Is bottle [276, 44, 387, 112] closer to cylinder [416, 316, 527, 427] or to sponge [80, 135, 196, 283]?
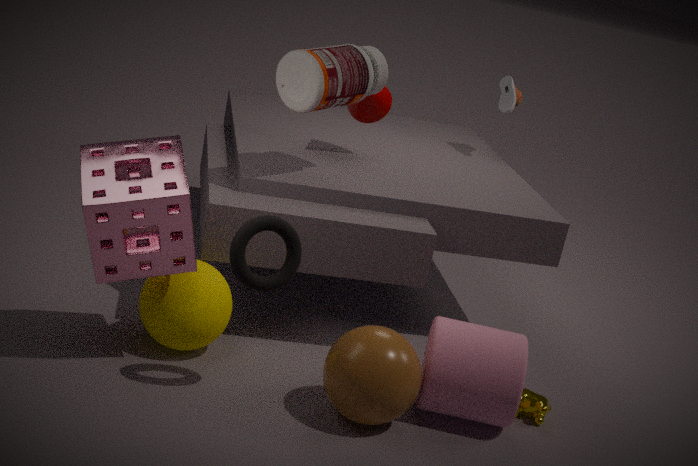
sponge [80, 135, 196, 283]
